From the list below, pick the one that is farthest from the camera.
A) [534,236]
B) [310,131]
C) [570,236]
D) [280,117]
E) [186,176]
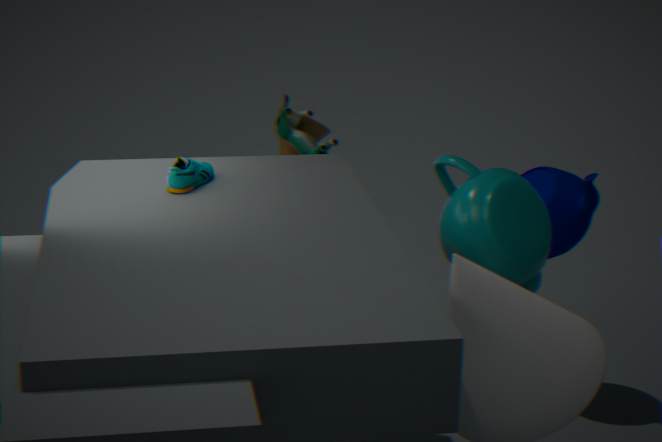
[310,131]
